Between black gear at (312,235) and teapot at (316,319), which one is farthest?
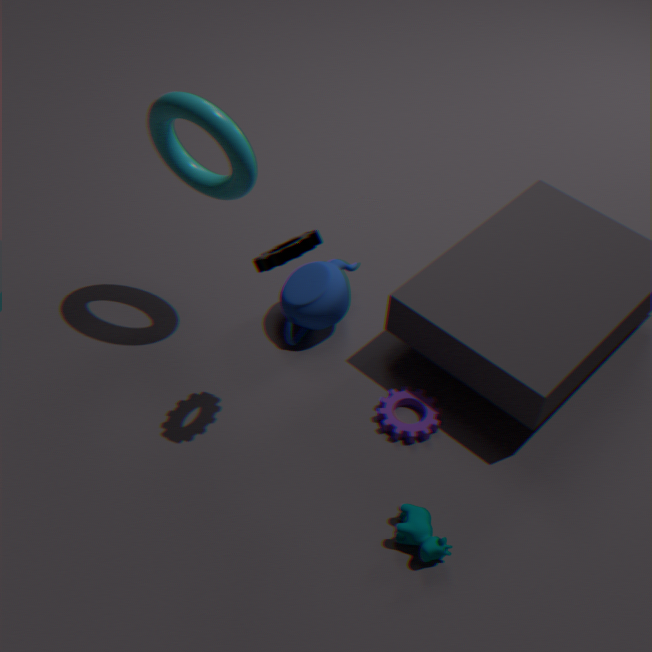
teapot at (316,319)
